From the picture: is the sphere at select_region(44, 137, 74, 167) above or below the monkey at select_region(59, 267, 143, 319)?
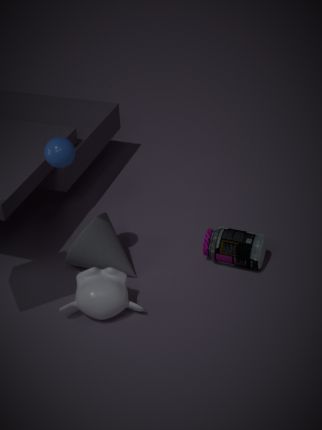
above
